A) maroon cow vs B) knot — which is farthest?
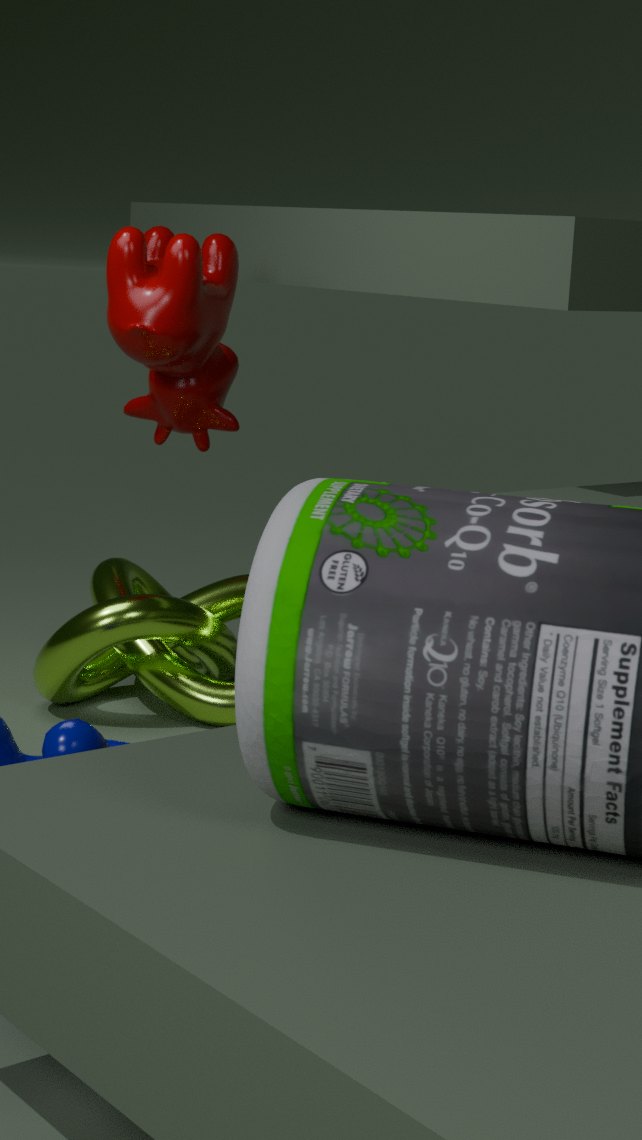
A. maroon cow
